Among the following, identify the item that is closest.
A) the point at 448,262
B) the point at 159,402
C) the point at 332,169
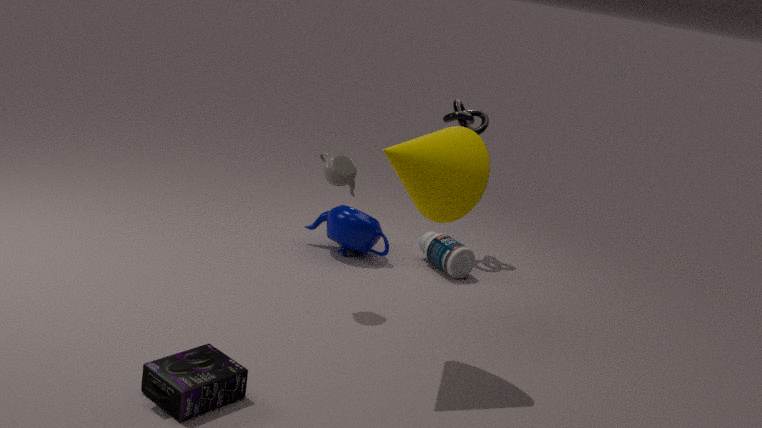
the point at 159,402
